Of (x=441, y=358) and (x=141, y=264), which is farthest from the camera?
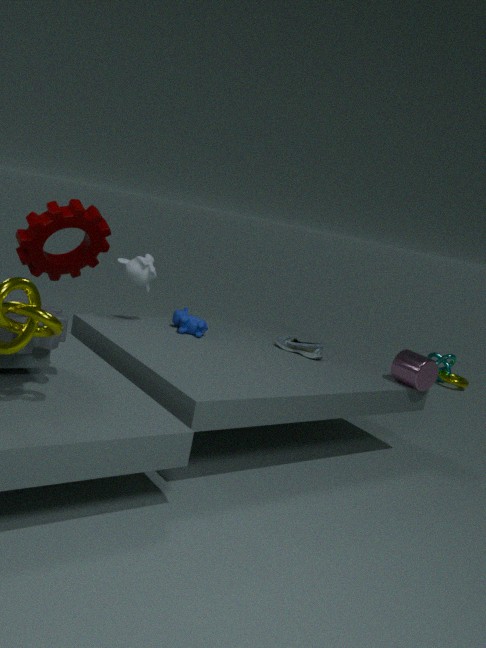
(x=441, y=358)
